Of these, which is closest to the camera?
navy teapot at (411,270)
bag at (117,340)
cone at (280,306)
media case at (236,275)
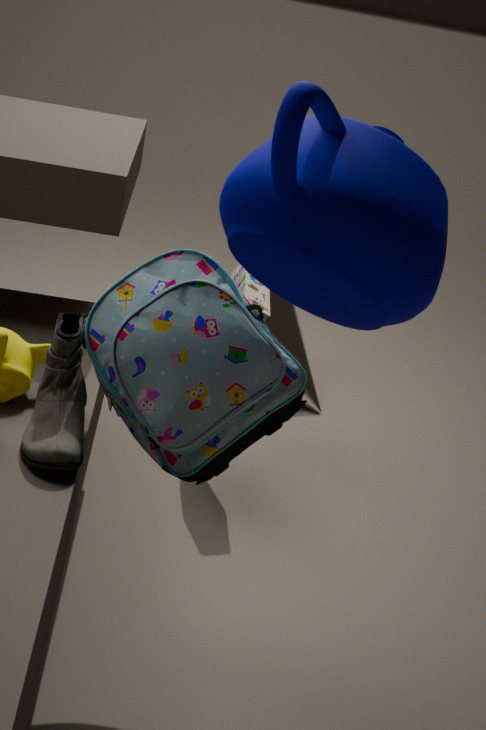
navy teapot at (411,270)
